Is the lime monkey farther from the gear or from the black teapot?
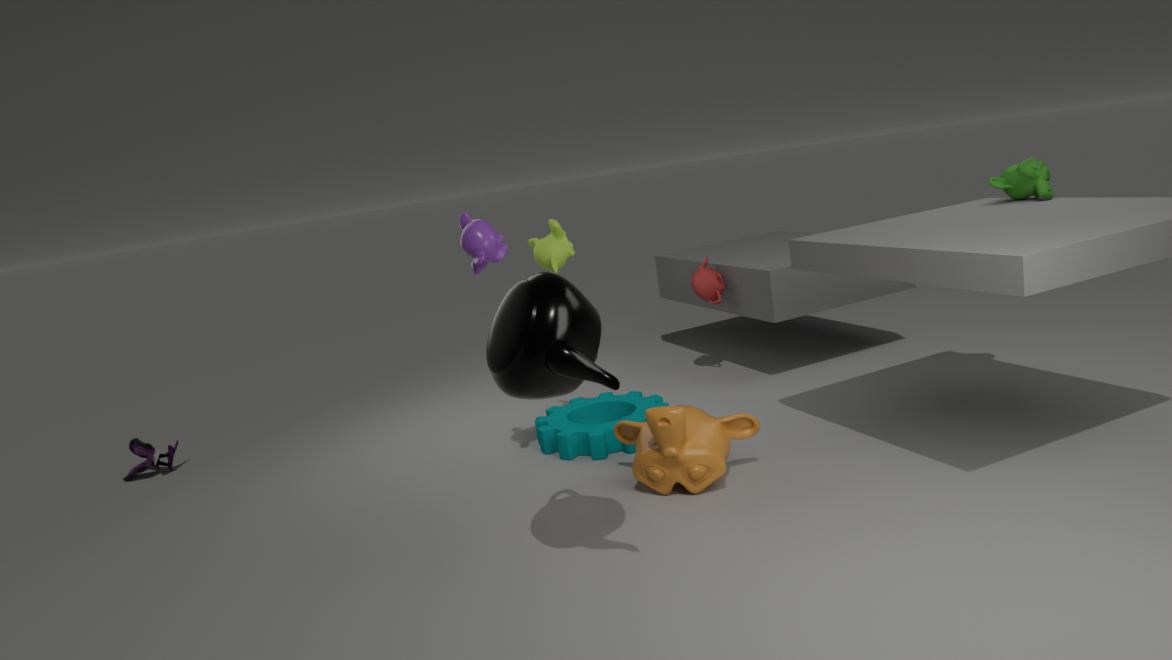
the black teapot
